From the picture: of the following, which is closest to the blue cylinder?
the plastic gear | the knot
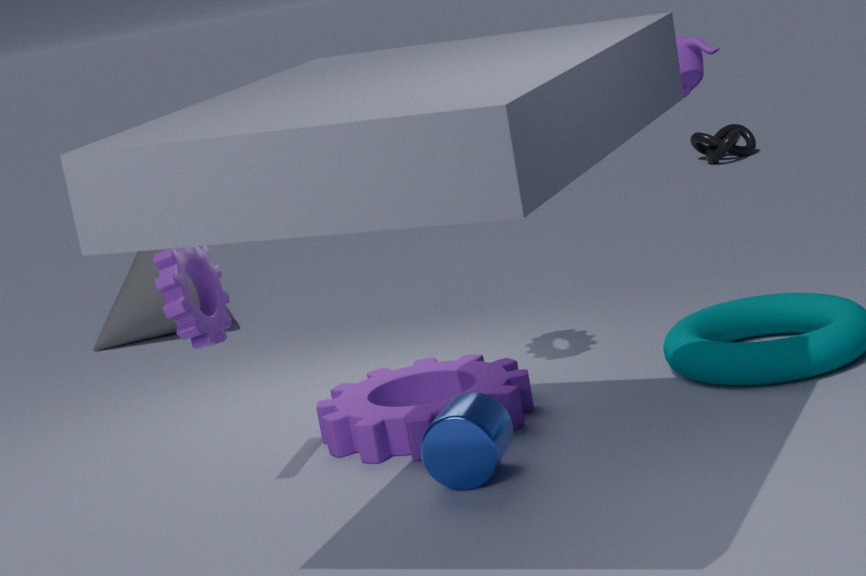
the plastic gear
